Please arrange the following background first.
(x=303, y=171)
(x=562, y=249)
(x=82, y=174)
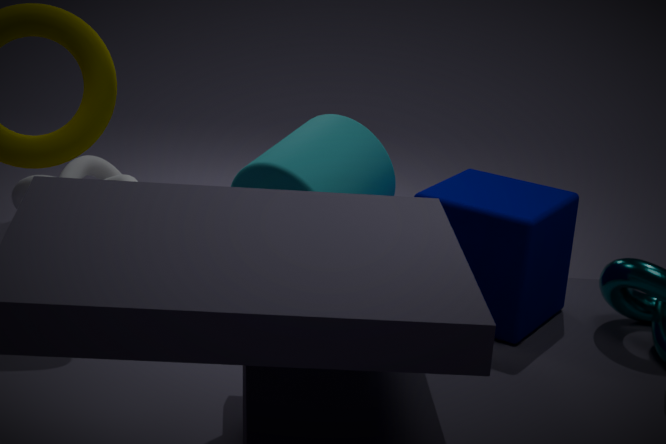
1. (x=82, y=174)
2. (x=562, y=249)
3. (x=303, y=171)
